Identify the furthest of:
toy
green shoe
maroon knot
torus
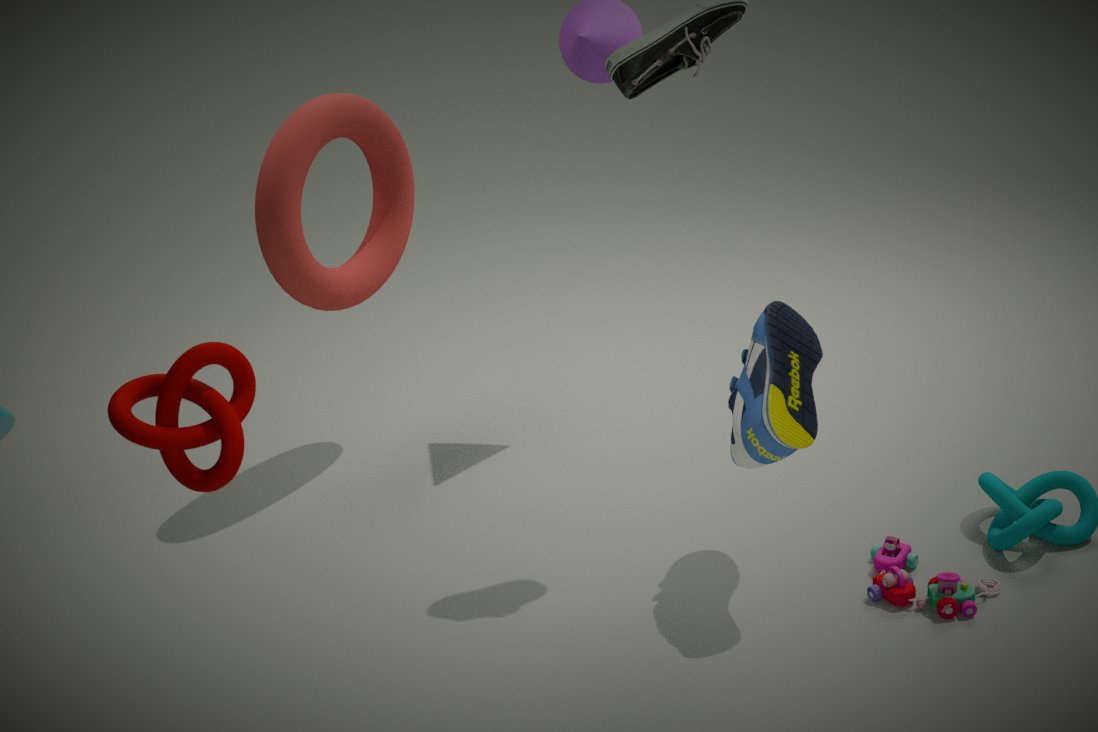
torus
